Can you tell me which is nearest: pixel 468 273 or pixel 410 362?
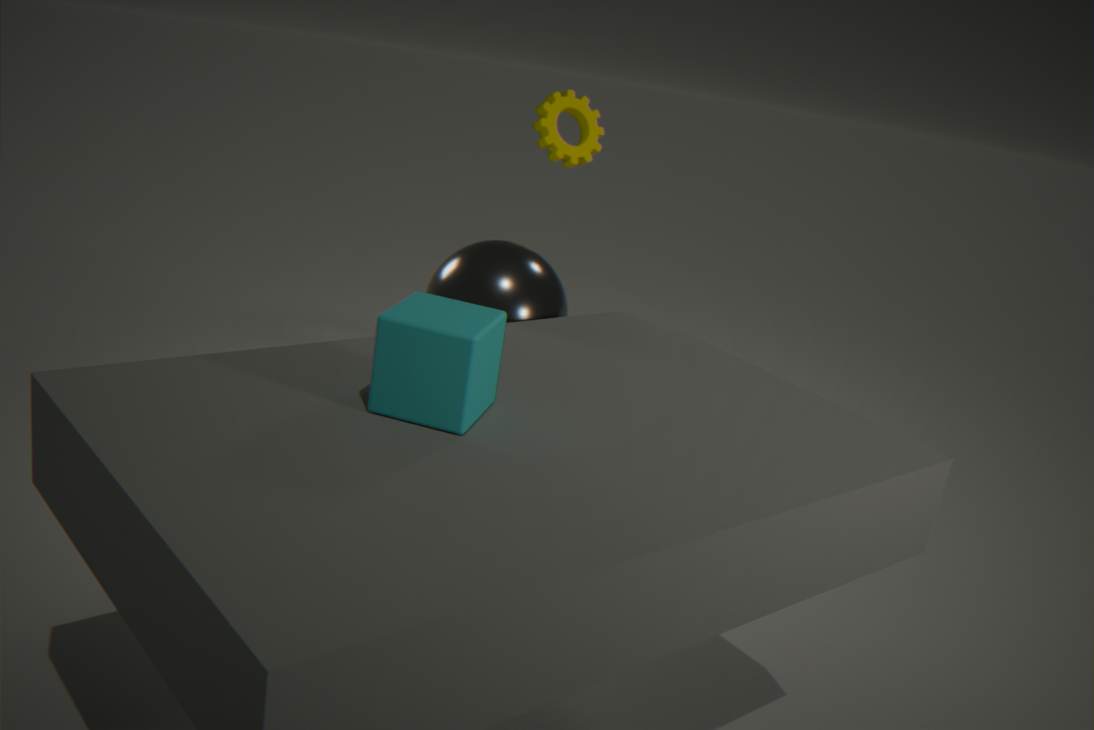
pixel 410 362
